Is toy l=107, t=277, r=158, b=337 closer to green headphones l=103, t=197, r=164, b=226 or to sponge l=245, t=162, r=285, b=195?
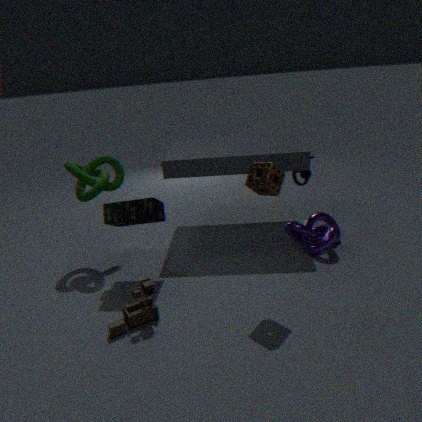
green headphones l=103, t=197, r=164, b=226
